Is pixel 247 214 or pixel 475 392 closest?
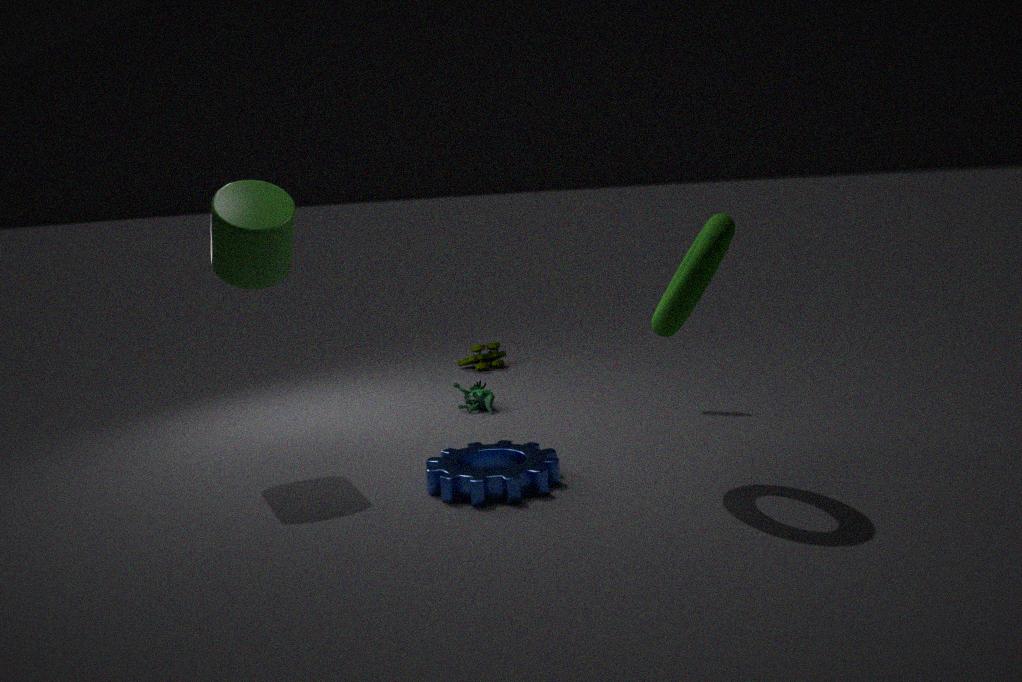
pixel 247 214
